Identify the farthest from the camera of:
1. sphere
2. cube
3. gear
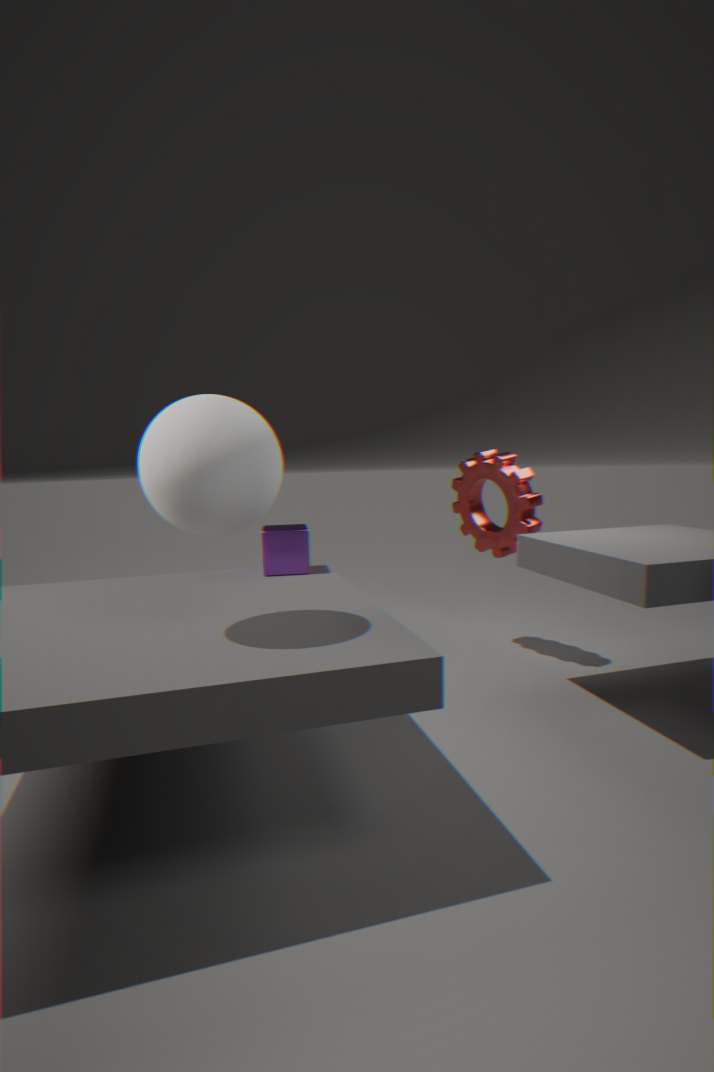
gear
